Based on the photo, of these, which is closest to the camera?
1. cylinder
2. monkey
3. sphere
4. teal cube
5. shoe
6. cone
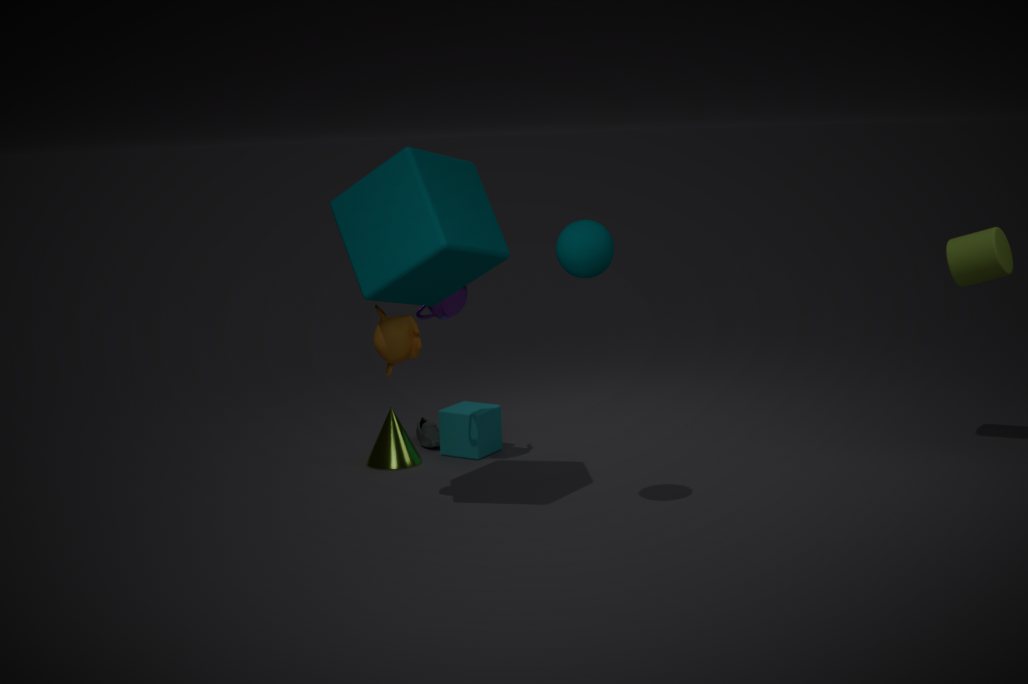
sphere
